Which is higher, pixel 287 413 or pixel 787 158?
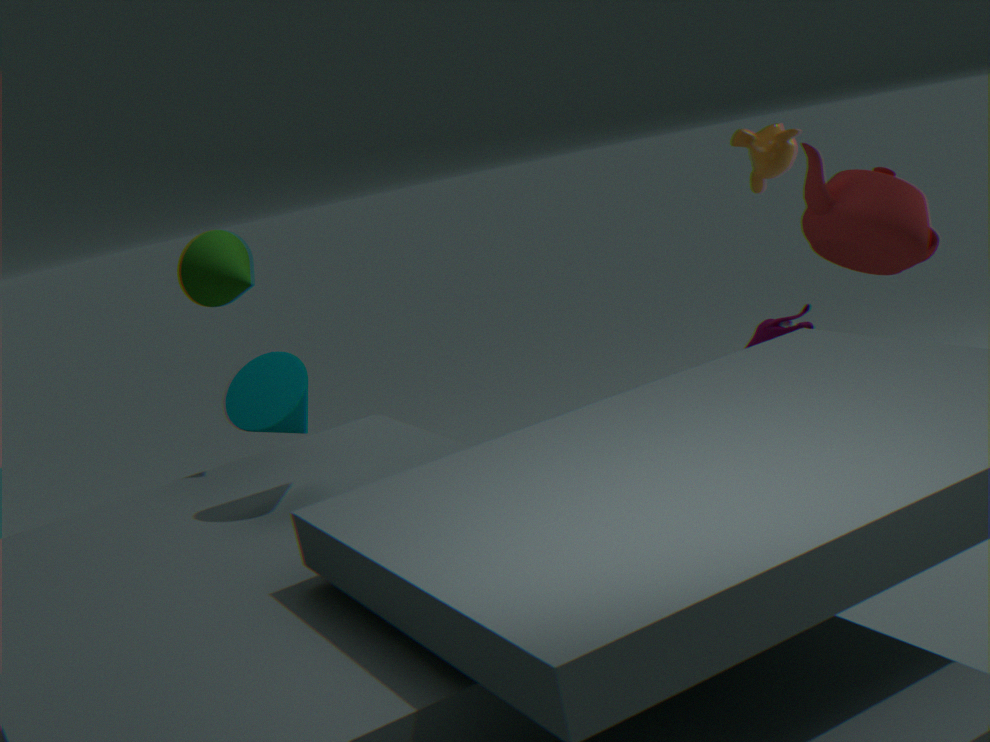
pixel 787 158
